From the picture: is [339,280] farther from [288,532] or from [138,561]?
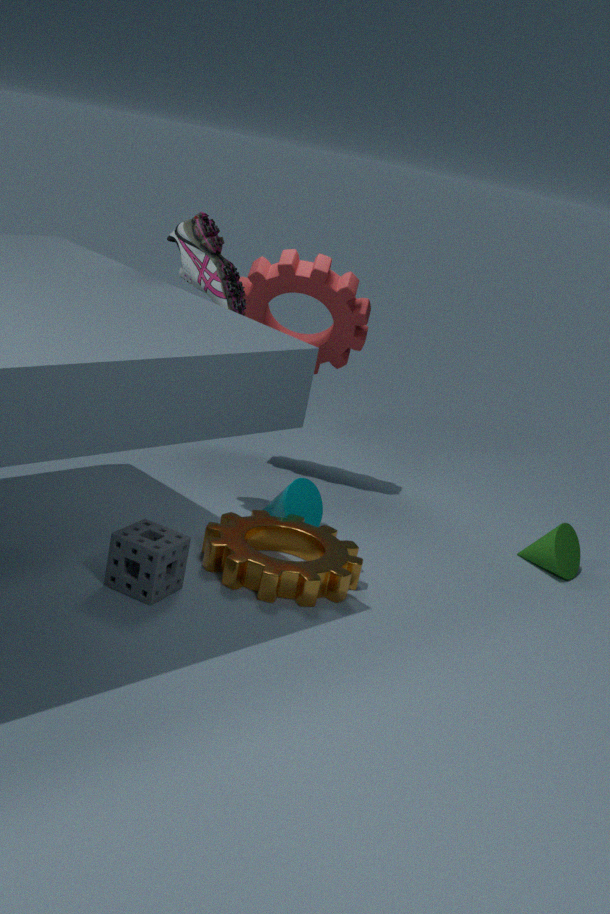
[138,561]
